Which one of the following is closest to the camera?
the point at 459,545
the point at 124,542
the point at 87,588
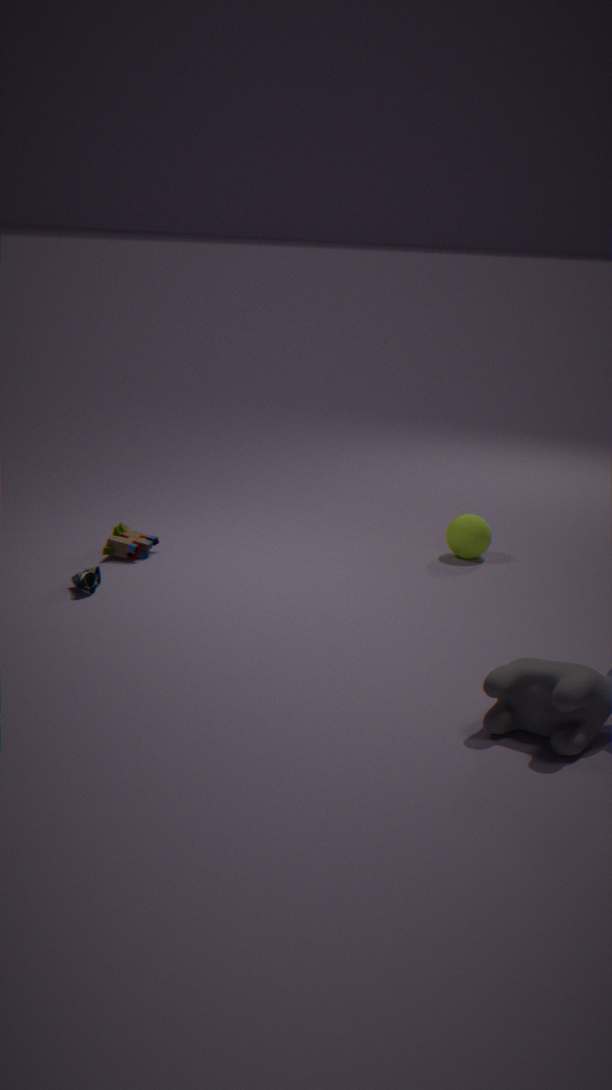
the point at 87,588
